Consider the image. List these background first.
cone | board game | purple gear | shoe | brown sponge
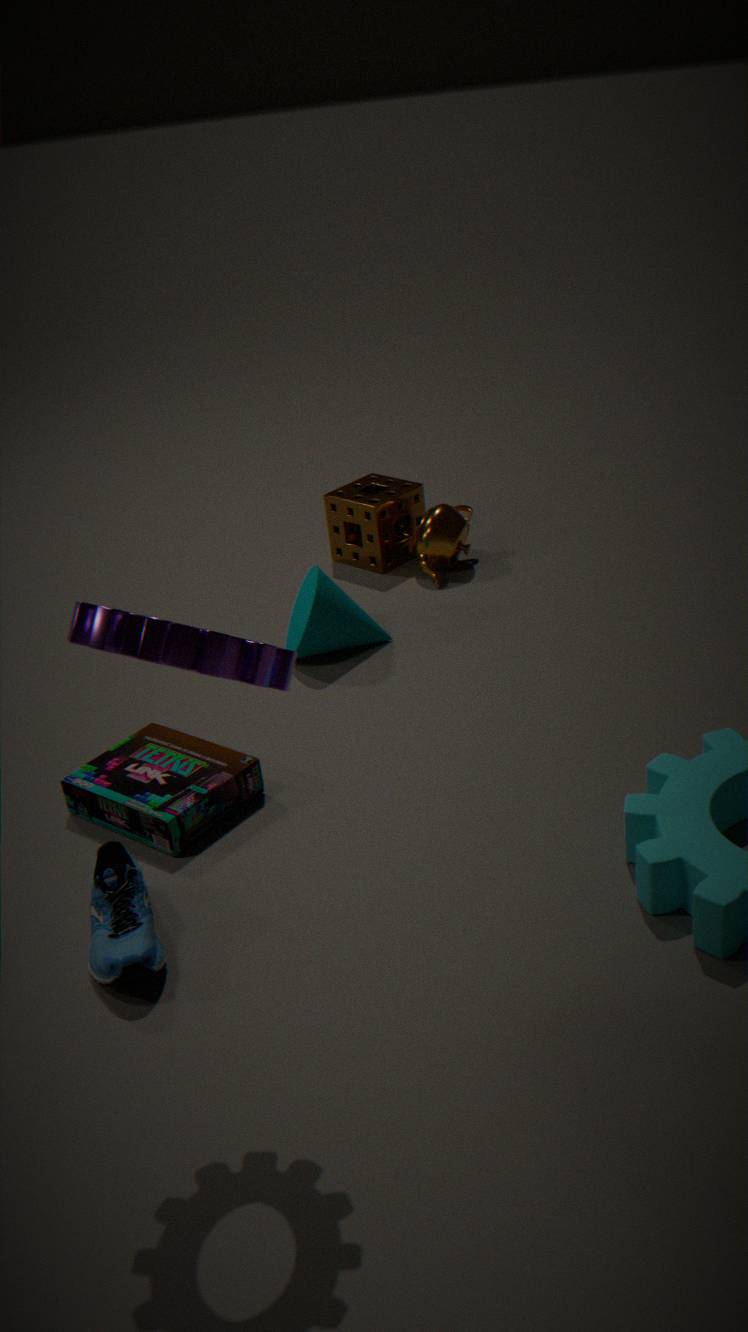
brown sponge < cone < board game < shoe < purple gear
